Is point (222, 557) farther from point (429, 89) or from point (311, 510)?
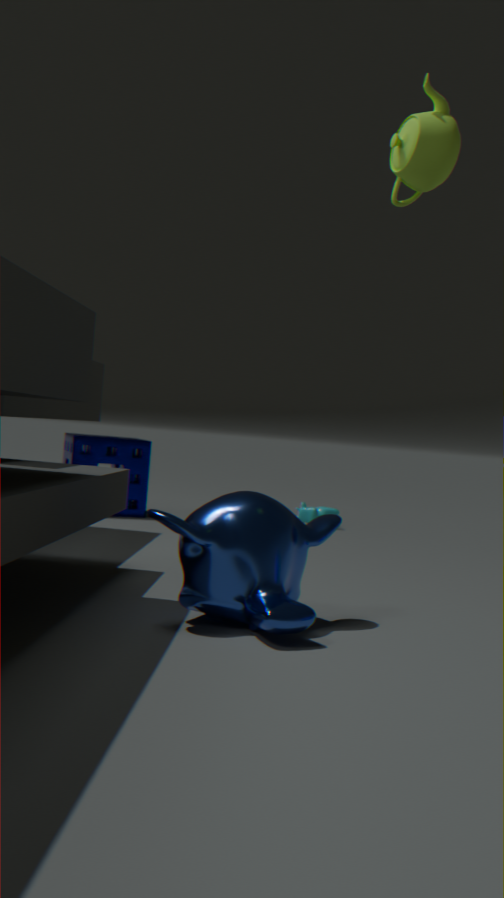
point (311, 510)
